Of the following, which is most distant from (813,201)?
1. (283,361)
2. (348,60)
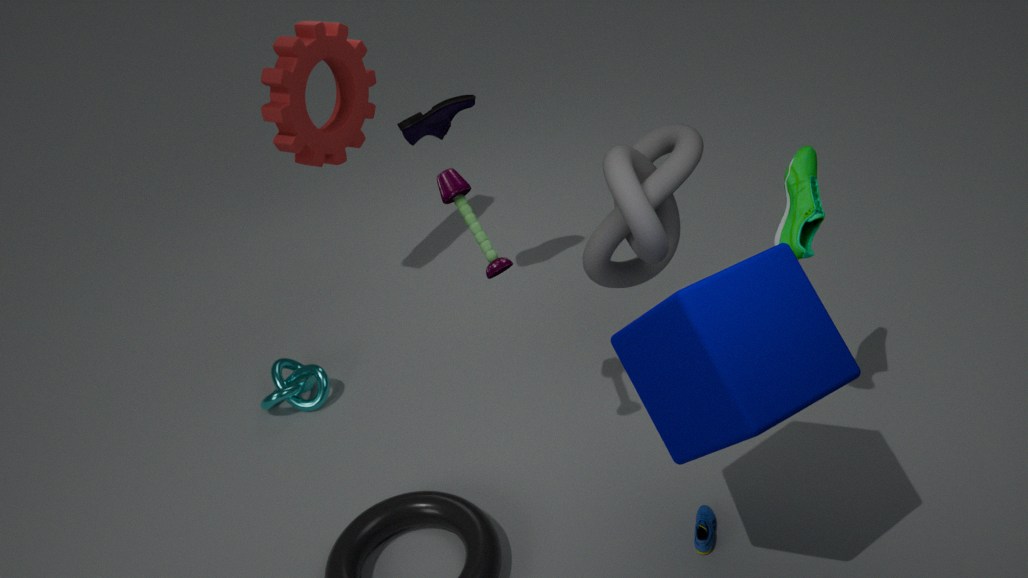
(283,361)
